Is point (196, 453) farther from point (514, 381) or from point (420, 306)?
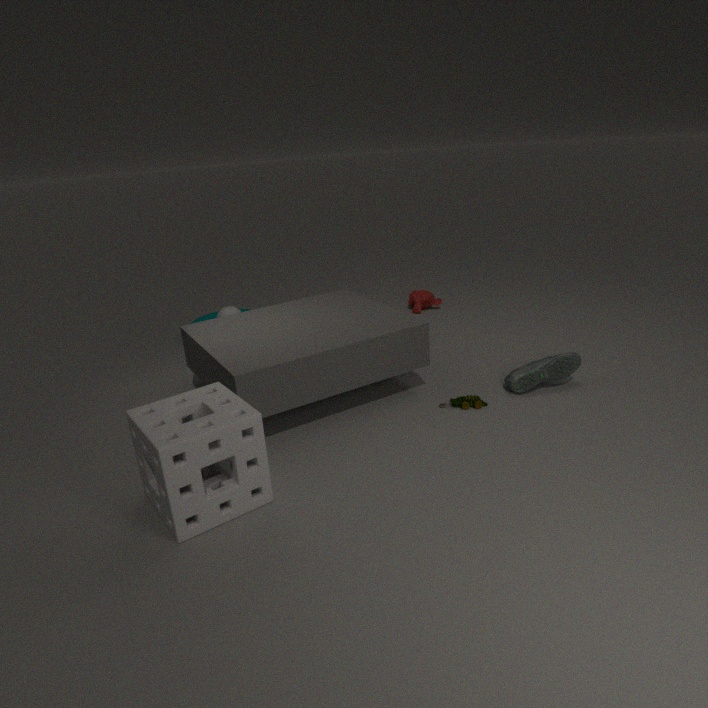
point (420, 306)
